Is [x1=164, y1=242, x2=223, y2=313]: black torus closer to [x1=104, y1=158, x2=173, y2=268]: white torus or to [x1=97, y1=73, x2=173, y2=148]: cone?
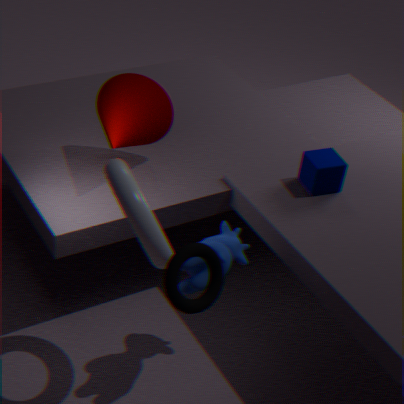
[x1=104, y1=158, x2=173, y2=268]: white torus
